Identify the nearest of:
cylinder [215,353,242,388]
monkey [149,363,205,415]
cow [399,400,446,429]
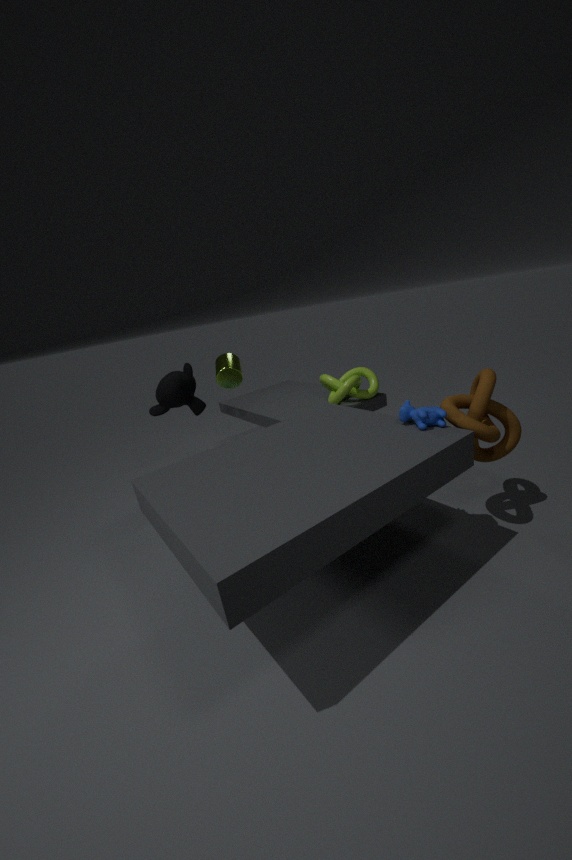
cow [399,400,446,429]
